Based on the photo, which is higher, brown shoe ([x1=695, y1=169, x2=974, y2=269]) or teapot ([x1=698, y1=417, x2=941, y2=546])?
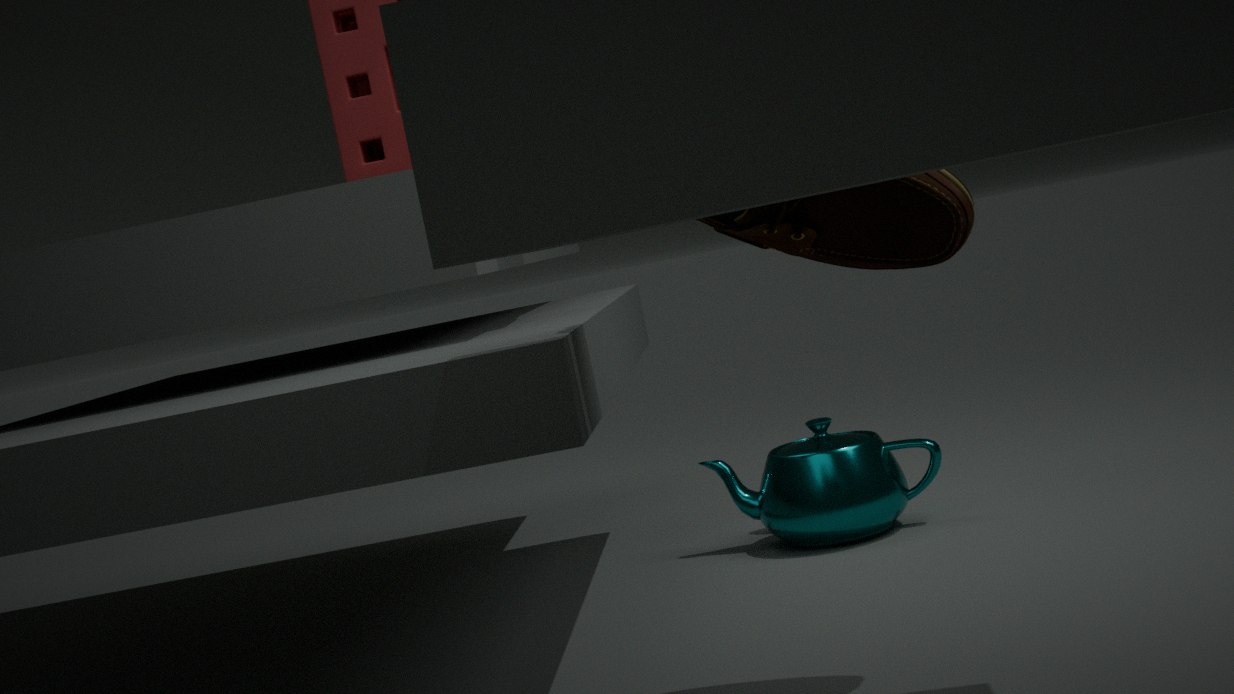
brown shoe ([x1=695, y1=169, x2=974, y2=269])
